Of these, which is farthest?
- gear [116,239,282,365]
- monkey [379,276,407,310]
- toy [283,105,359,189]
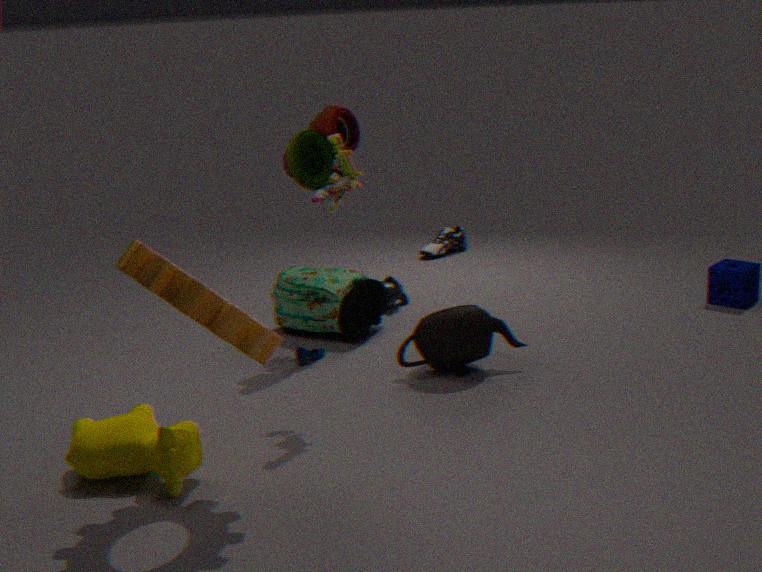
monkey [379,276,407,310]
